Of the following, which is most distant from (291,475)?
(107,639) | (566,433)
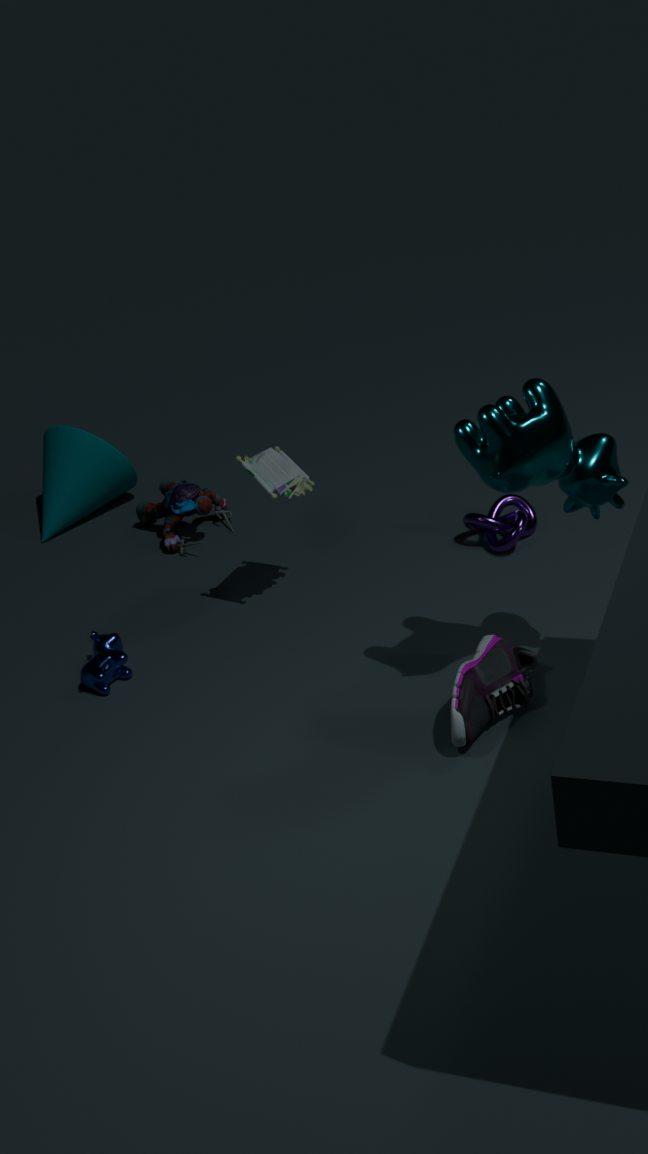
(566,433)
